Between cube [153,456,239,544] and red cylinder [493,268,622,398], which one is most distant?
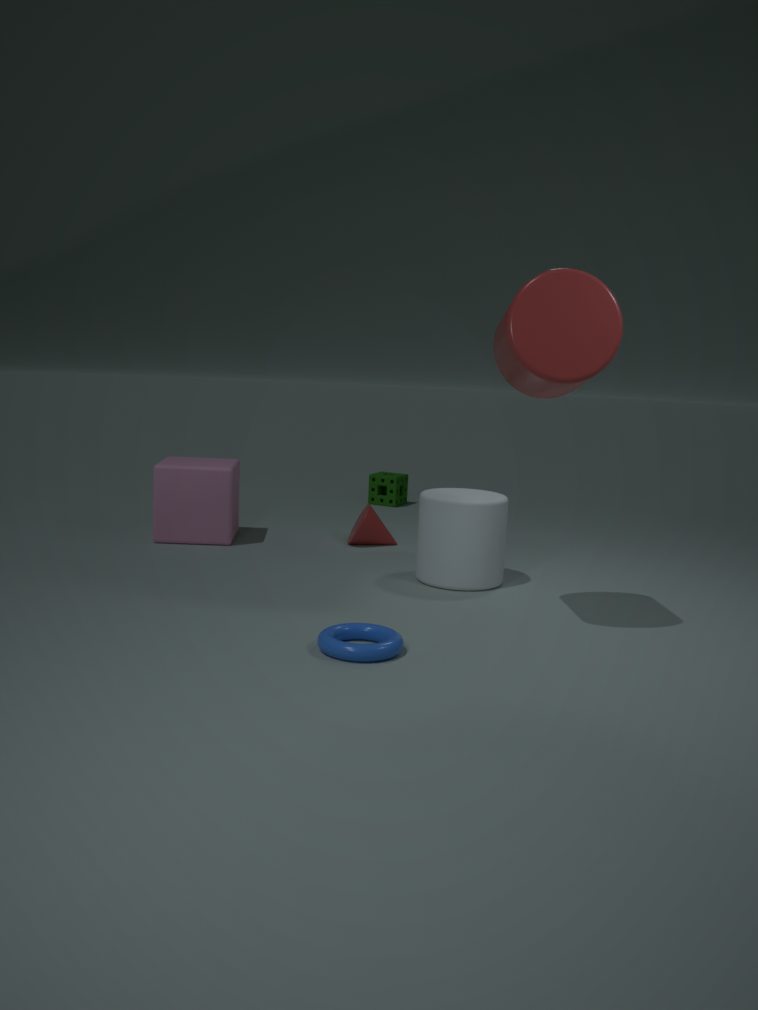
cube [153,456,239,544]
